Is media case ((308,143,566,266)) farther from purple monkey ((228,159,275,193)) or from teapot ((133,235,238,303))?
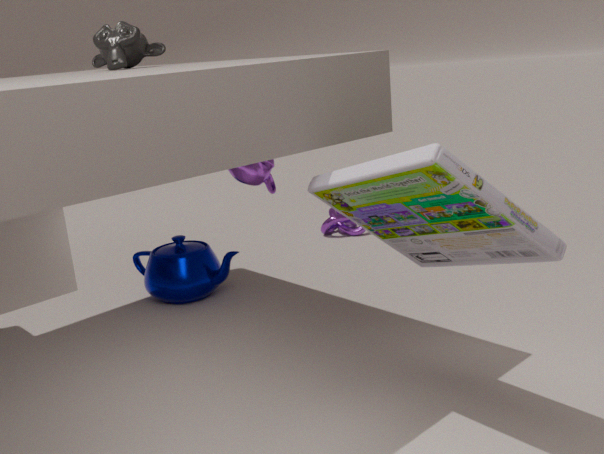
teapot ((133,235,238,303))
